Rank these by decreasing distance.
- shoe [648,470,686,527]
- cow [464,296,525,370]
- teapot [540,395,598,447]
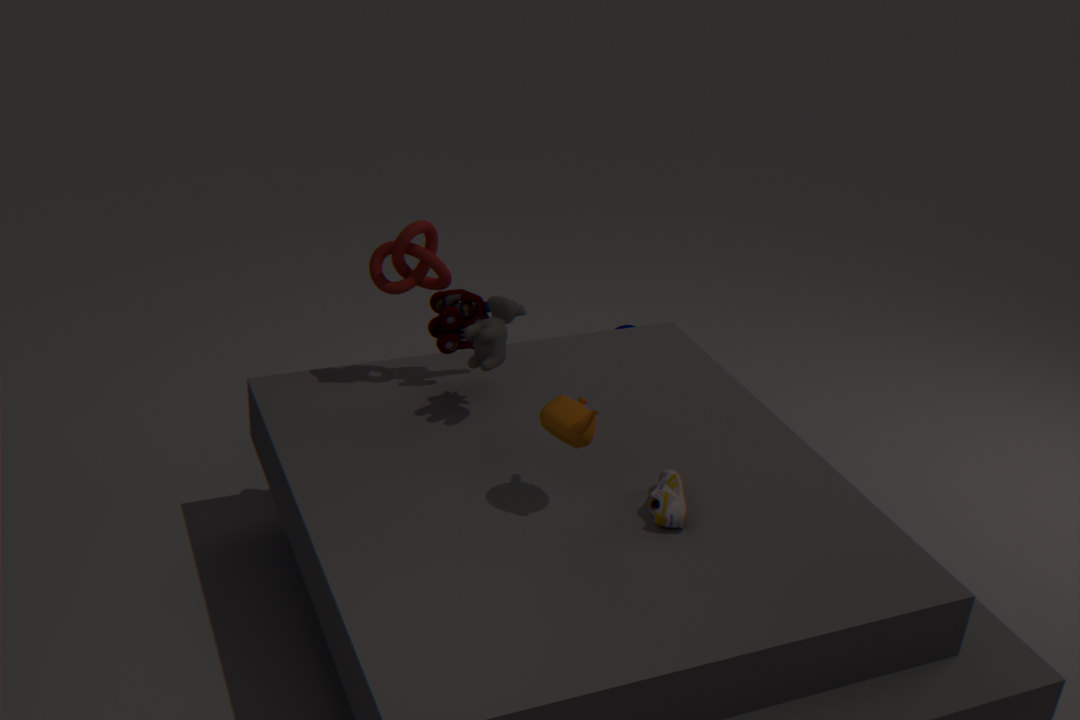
cow [464,296,525,370]
shoe [648,470,686,527]
teapot [540,395,598,447]
